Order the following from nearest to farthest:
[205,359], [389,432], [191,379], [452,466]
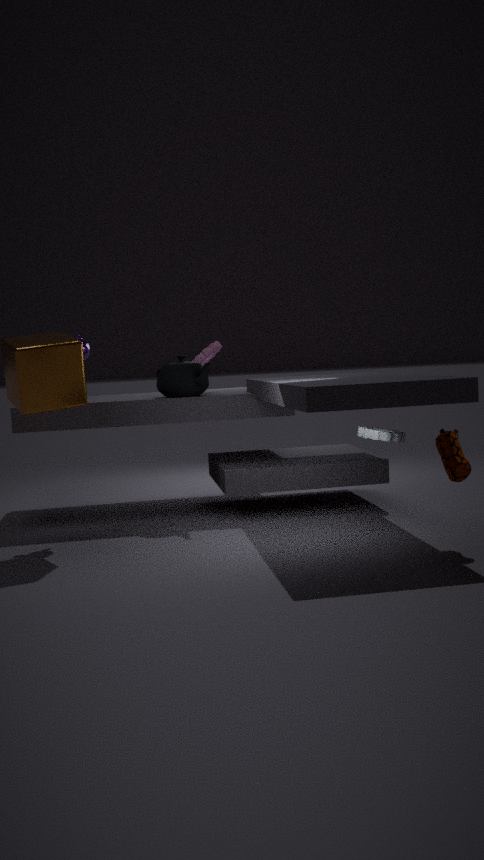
1. [452,466]
2. [389,432]
3. [191,379]
4. [205,359]
